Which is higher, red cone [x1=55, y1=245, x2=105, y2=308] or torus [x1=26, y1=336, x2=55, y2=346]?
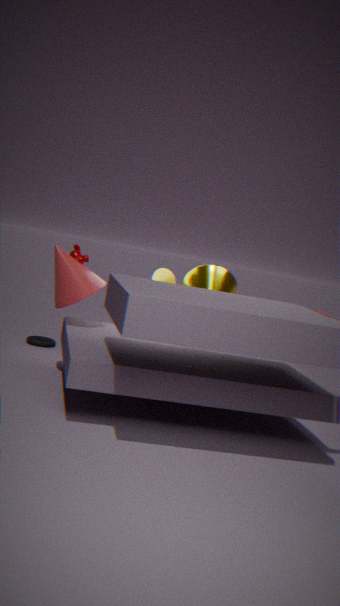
red cone [x1=55, y1=245, x2=105, y2=308]
